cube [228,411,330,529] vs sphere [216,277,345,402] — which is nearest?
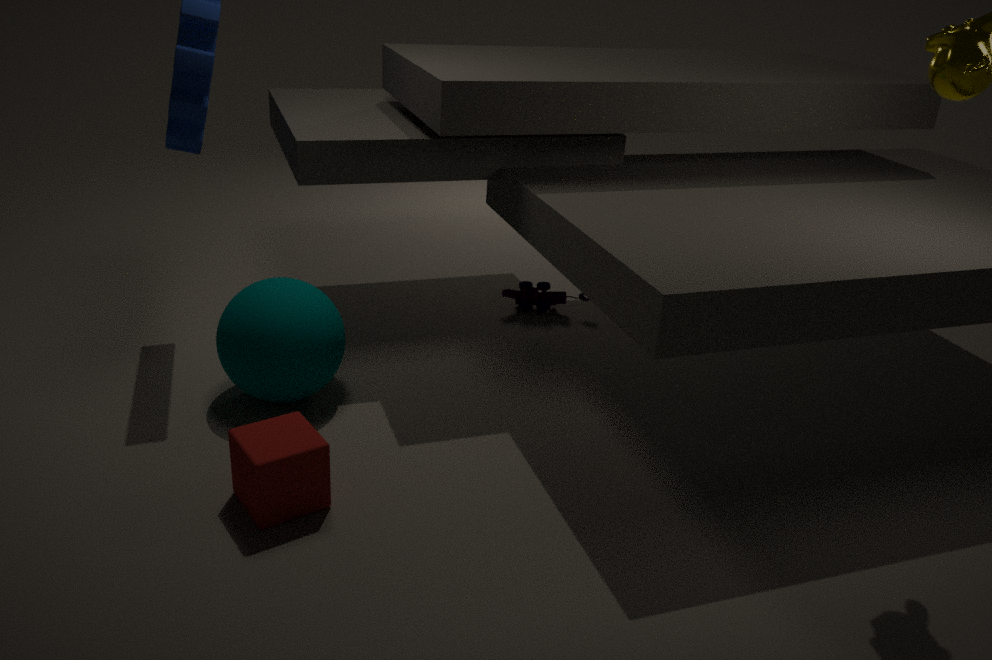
cube [228,411,330,529]
